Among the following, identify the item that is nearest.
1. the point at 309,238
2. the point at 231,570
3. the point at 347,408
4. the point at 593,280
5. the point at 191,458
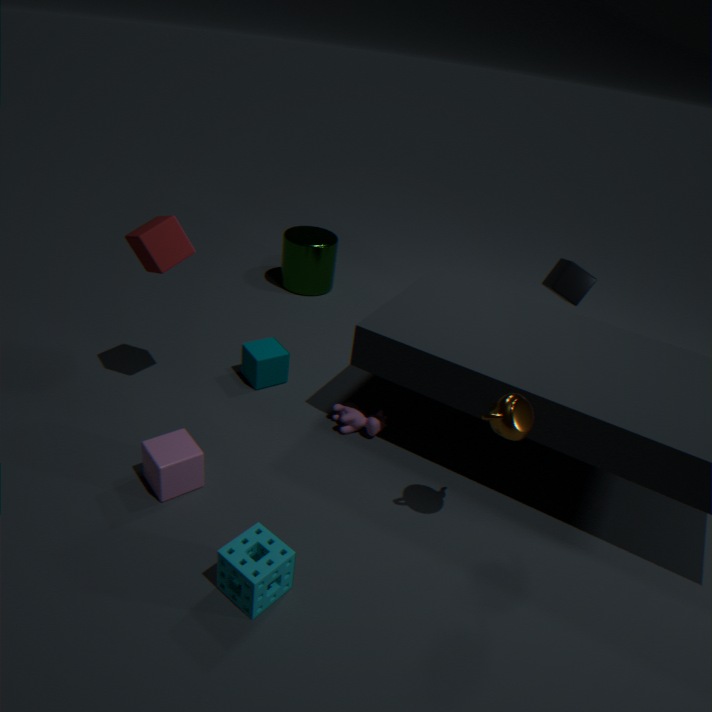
the point at 231,570
